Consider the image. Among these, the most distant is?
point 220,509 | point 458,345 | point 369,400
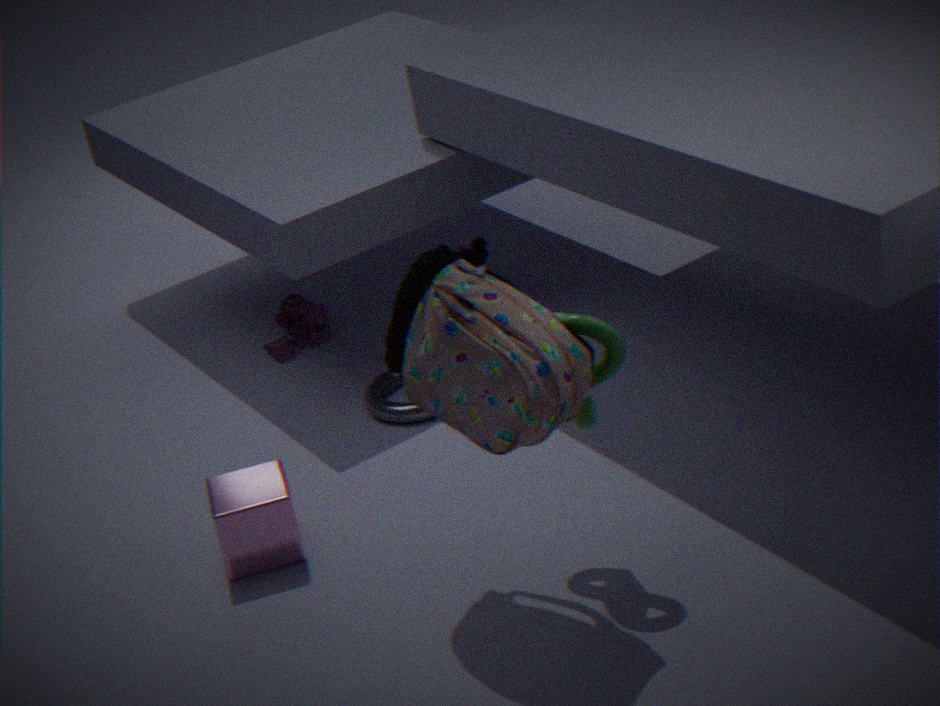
point 369,400
